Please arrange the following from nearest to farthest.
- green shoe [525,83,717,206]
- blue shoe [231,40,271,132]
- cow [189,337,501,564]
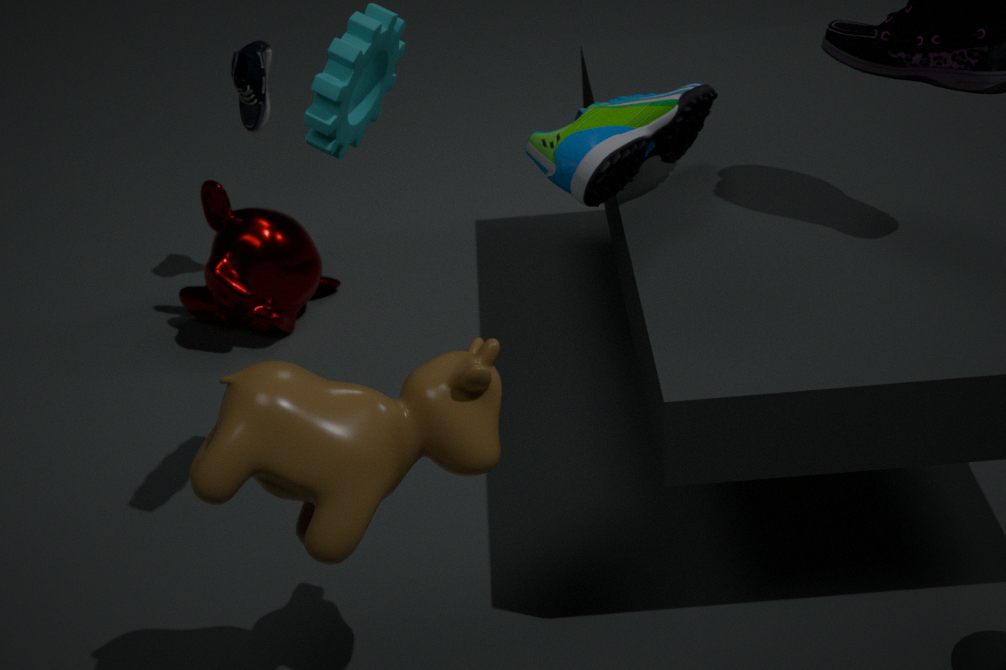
1. cow [189,337,501,564]
2. green shoe [525,83,717,206]
3. blue shoe [231,40,271,132]
